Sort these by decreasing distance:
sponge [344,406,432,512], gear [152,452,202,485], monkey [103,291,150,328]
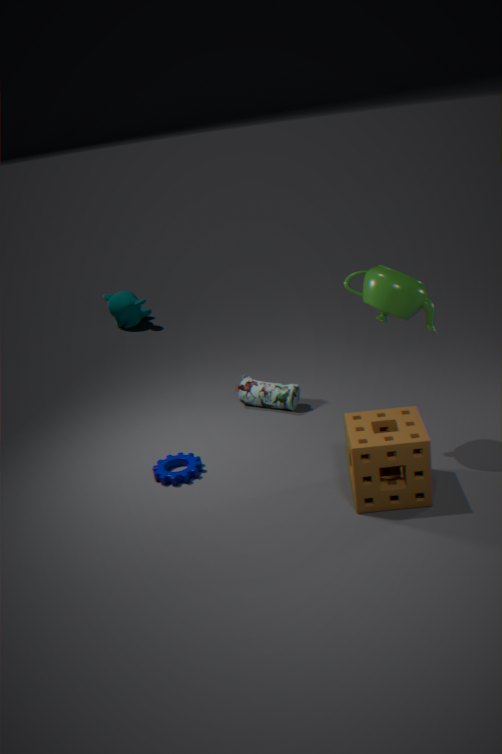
1. monkey [103,291,150,328]
2. gear [152,452,202,485]
3. sponge [344,406,432,512]
